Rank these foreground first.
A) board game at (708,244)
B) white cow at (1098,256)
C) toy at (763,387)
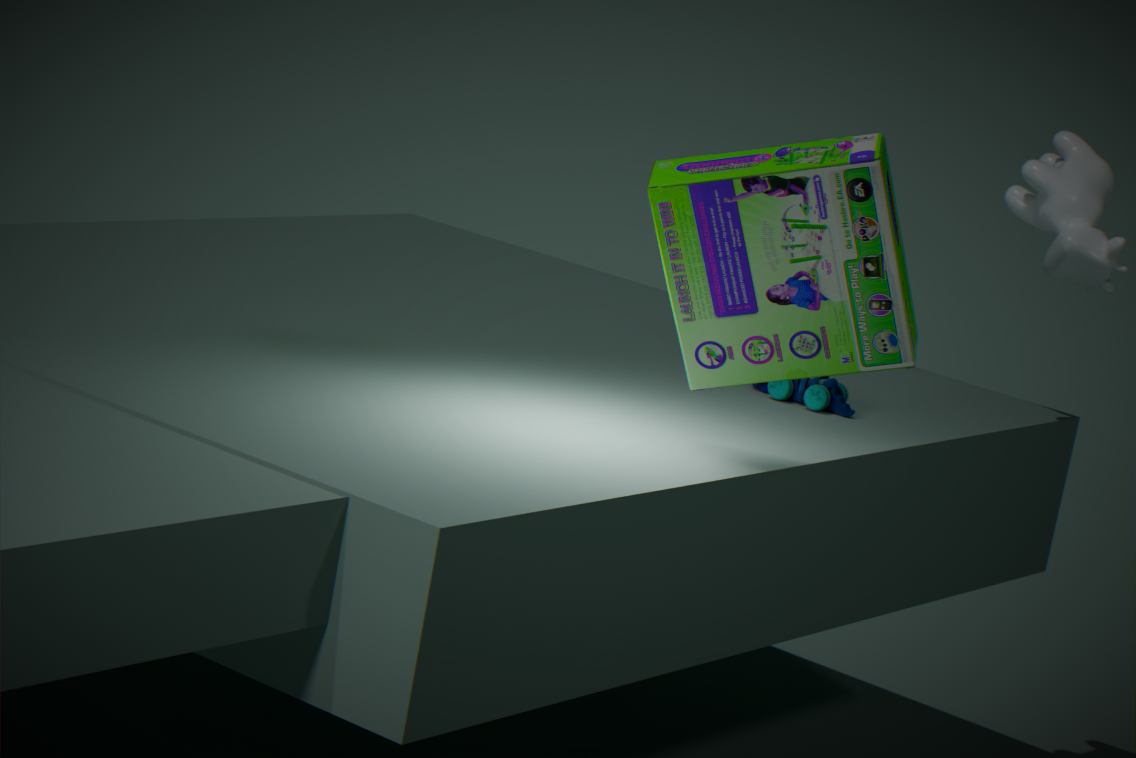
board game at (708,244), toy at (763,387), white cow at (1098,256)
